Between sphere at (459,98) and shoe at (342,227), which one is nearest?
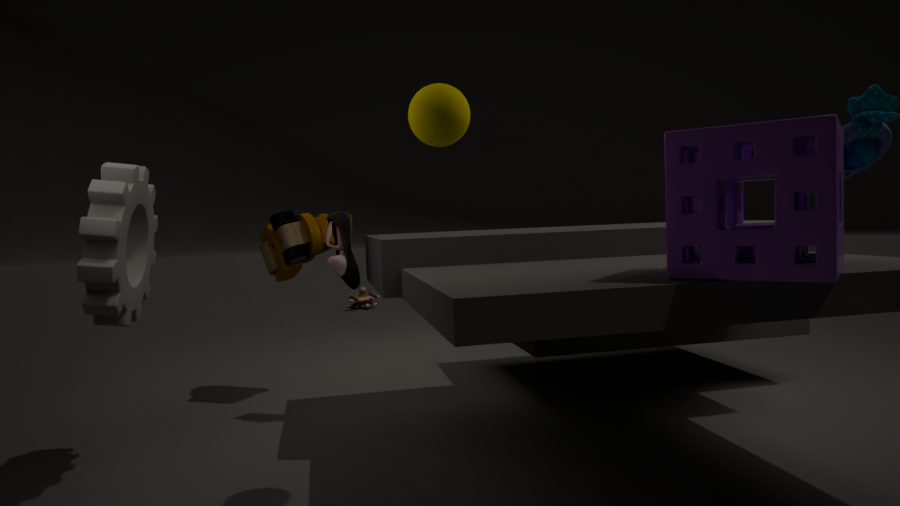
sphere at (459,98)
